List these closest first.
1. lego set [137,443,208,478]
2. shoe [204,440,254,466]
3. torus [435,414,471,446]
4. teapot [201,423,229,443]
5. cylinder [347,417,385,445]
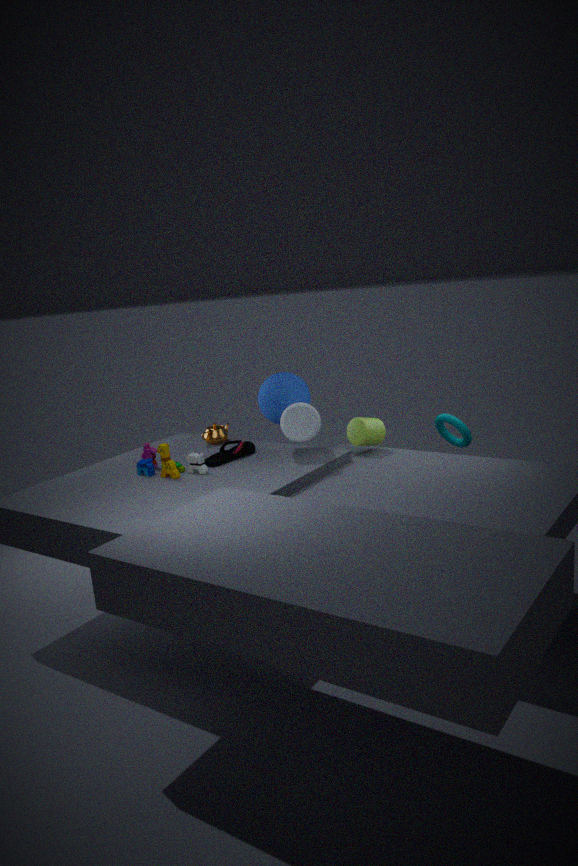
lego set [137,443,208,478] → shoe [204,440,254,466] → torus [435,414,471,446] → cylinder [347,417,385,445] → teapot [201,423,229,443]
